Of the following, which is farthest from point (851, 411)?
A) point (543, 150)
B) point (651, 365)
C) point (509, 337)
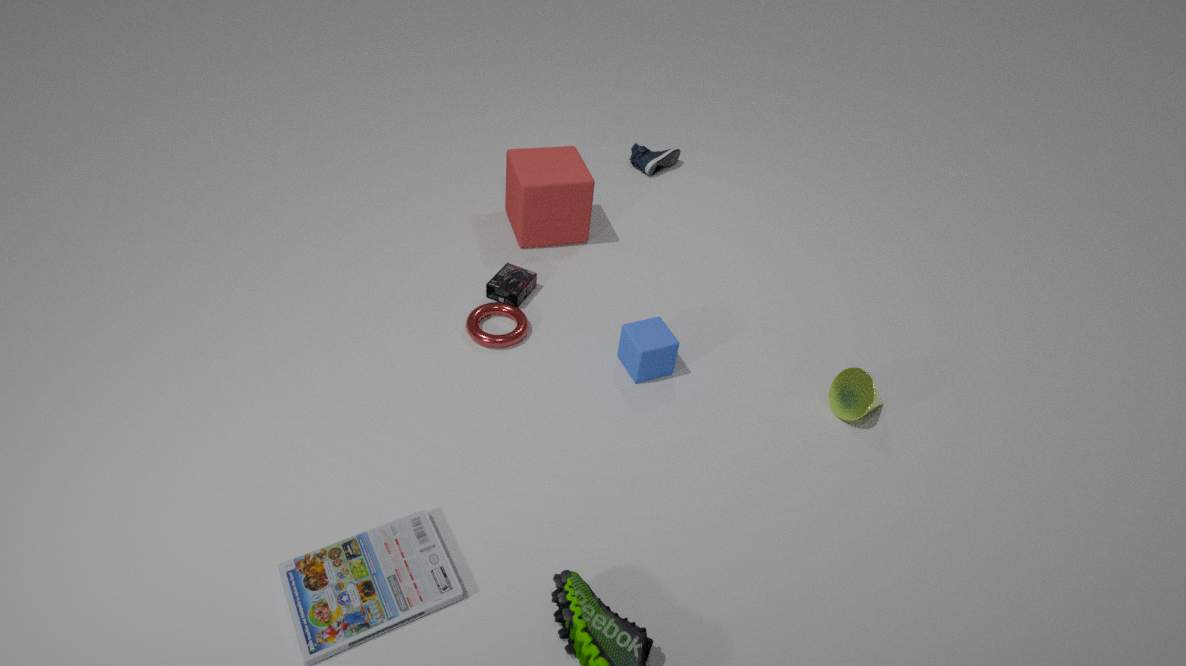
point (543, 150)
